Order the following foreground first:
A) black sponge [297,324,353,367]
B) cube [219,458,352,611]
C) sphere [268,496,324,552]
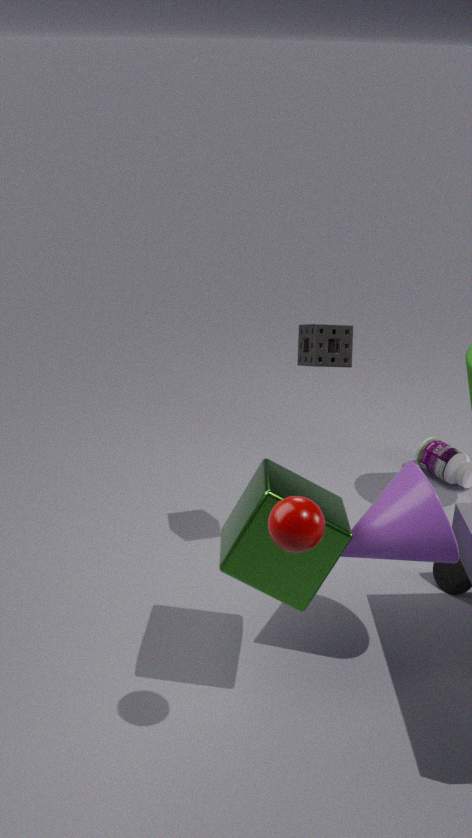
sphere [268,496,324,552]
cube [219,458,352,611]
black sponge [297,324,353,367]
